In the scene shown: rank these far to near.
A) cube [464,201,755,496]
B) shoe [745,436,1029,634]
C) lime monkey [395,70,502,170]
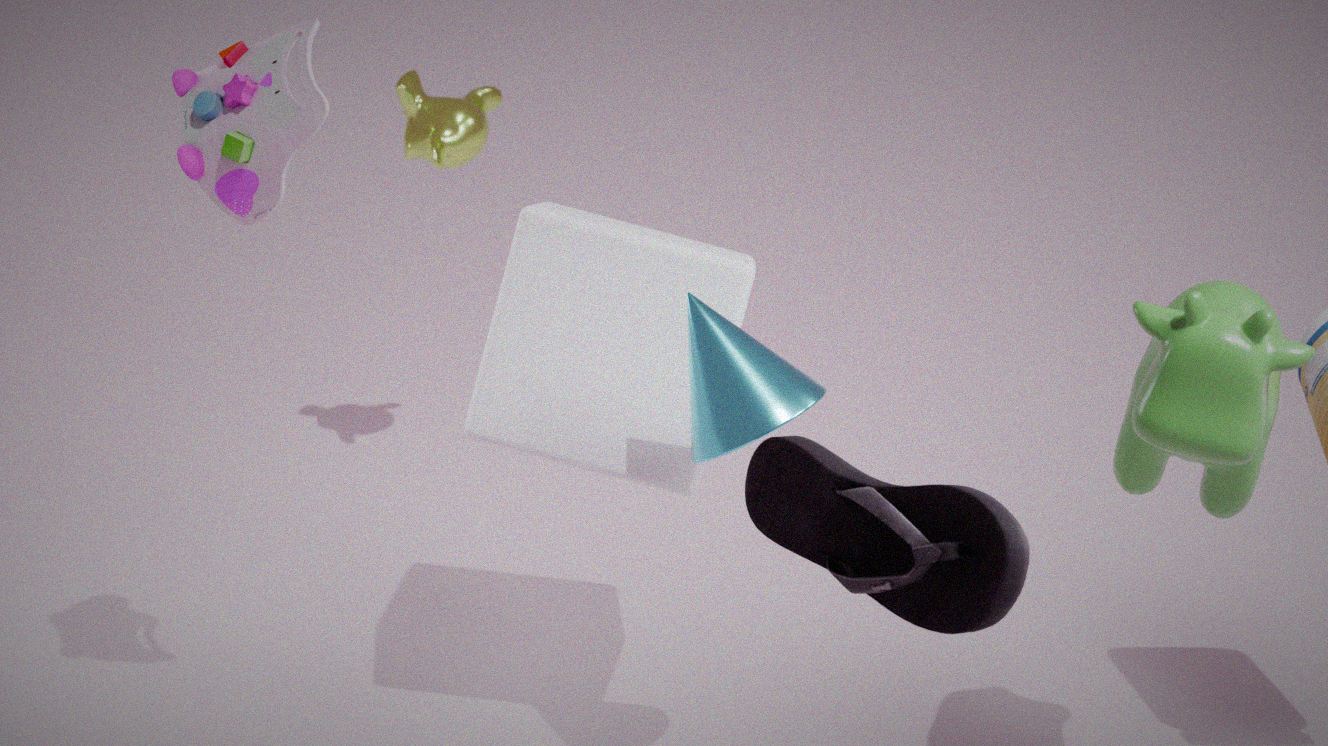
lime monkey [395,70,502,170] → cube [464,201,755,496] → shoe [745,436,1029,634]
